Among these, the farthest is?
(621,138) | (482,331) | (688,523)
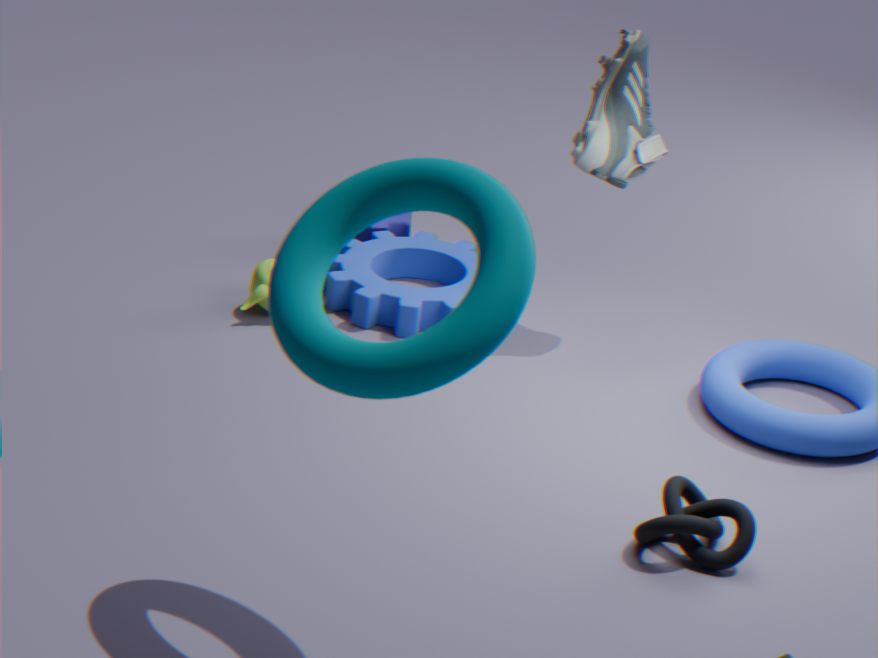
(621,138)
